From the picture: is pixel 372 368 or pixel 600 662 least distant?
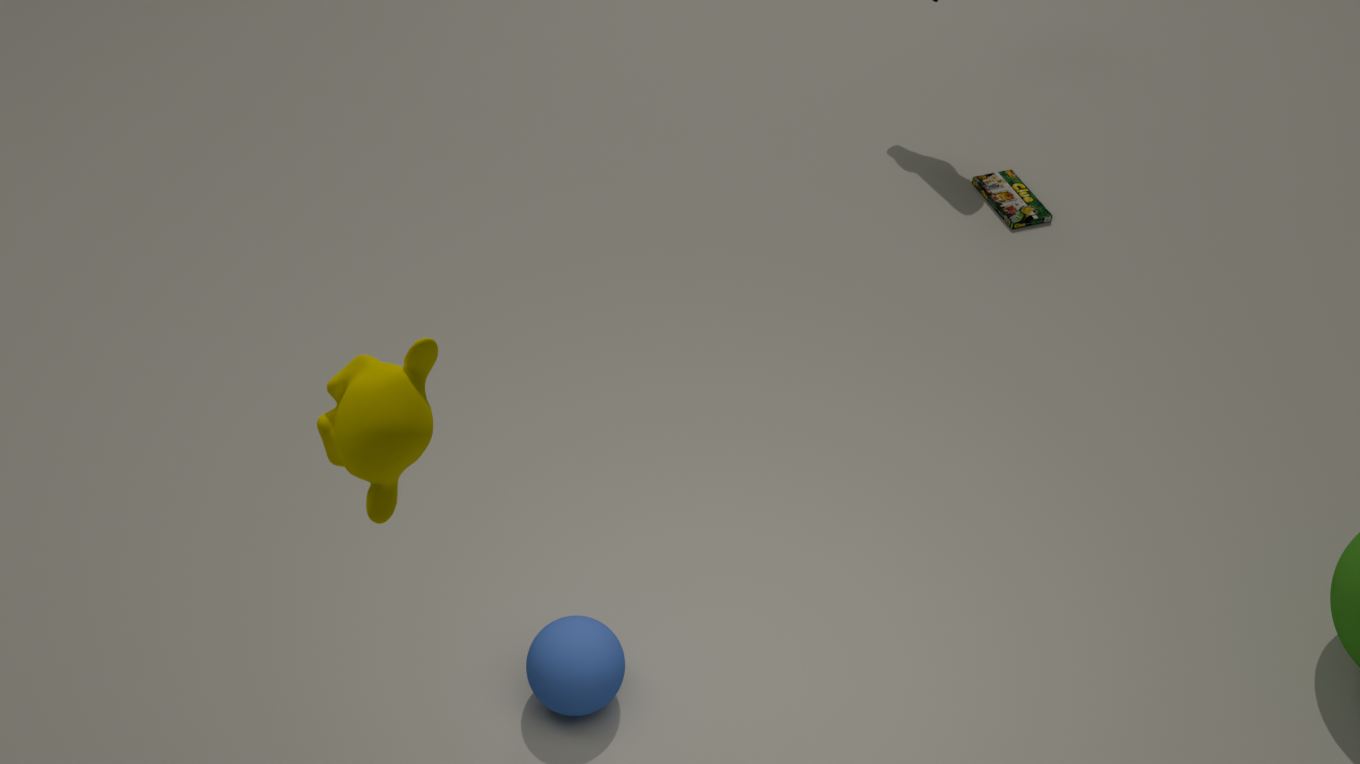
pixel 372 368
